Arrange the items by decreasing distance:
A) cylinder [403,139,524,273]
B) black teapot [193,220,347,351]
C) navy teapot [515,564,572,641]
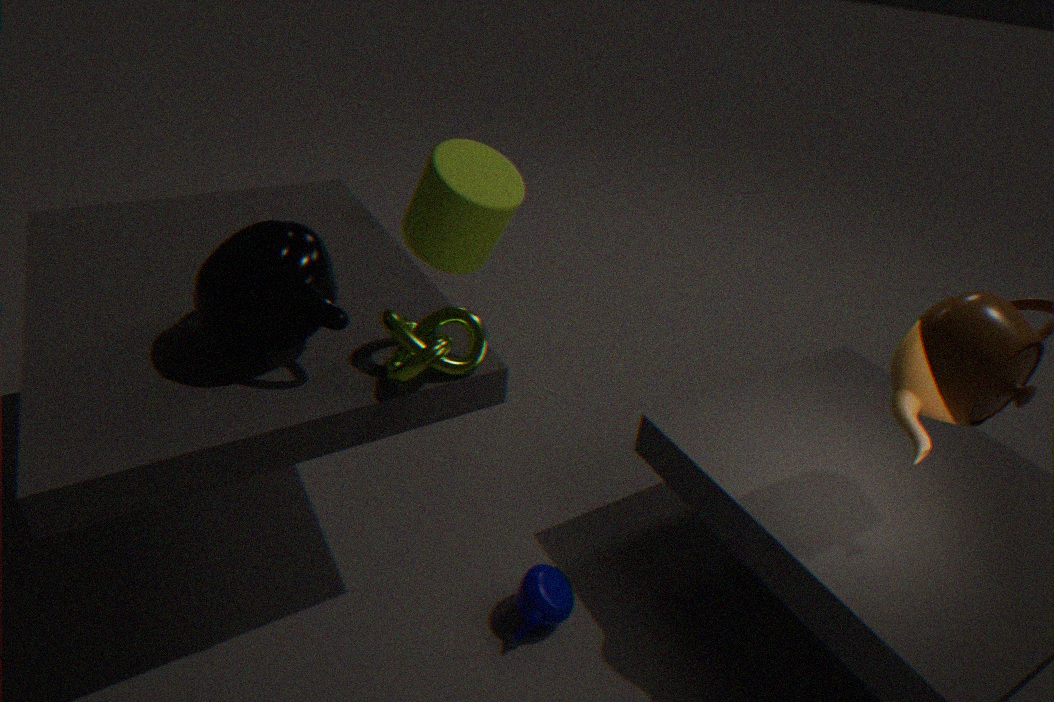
1. cylinder [403,139,524,273]
2. navy teapot [515,564,572,641]
3. black teapot [193,220,347,351]
